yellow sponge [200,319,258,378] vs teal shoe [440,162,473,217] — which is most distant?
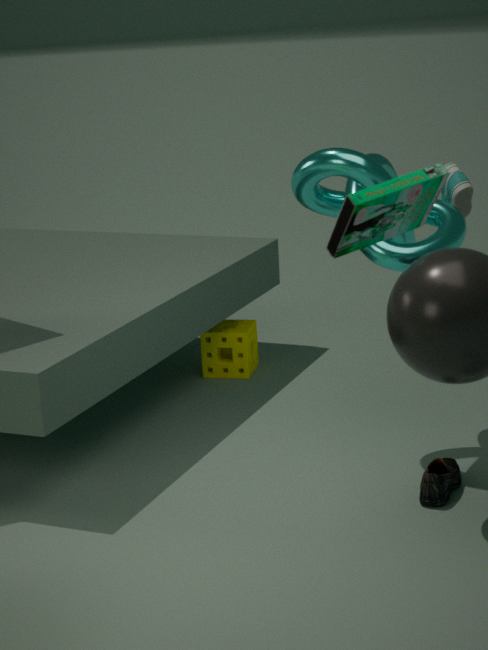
yellow sponge [200,319,258,378]
